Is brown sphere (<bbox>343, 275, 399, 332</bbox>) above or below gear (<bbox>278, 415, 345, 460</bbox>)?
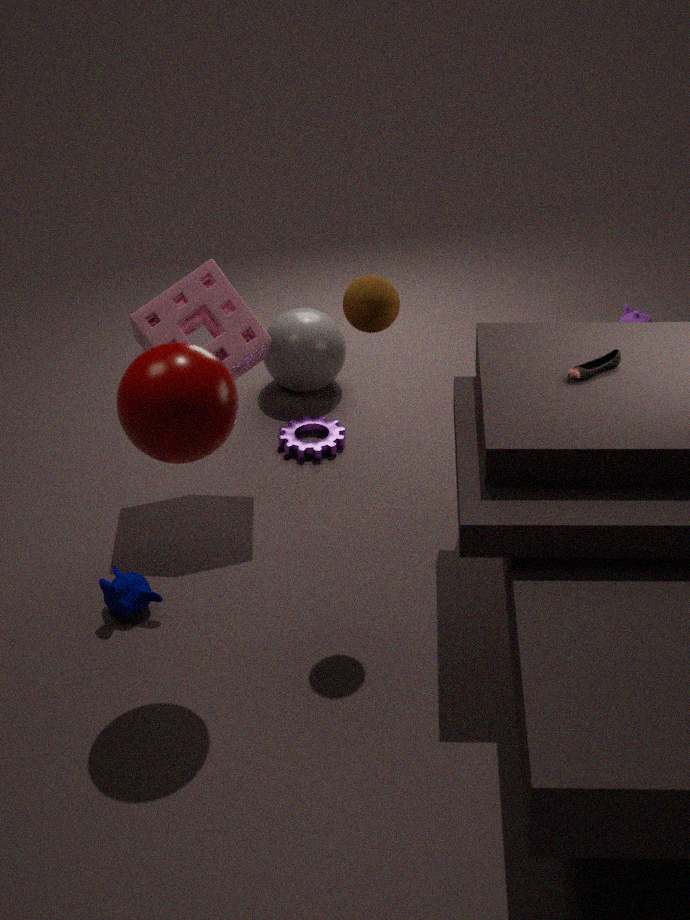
above
